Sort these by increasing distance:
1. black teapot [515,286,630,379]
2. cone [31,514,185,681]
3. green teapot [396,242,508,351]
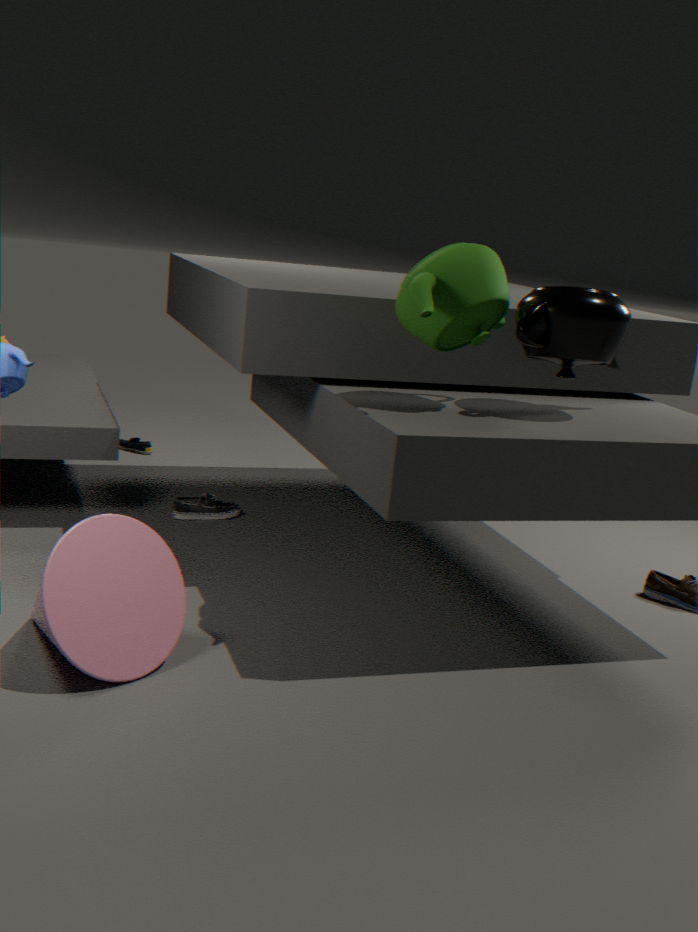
cone [31,514,185,681] → green teapot [396,242,508,351] → black teapot [515,286,630,379]
